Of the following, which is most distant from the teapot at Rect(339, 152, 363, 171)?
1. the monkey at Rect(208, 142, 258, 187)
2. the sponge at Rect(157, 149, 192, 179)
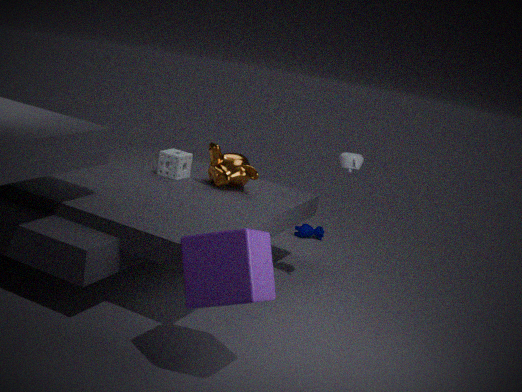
the sponge at Rect(157, 149, 192, 179)
